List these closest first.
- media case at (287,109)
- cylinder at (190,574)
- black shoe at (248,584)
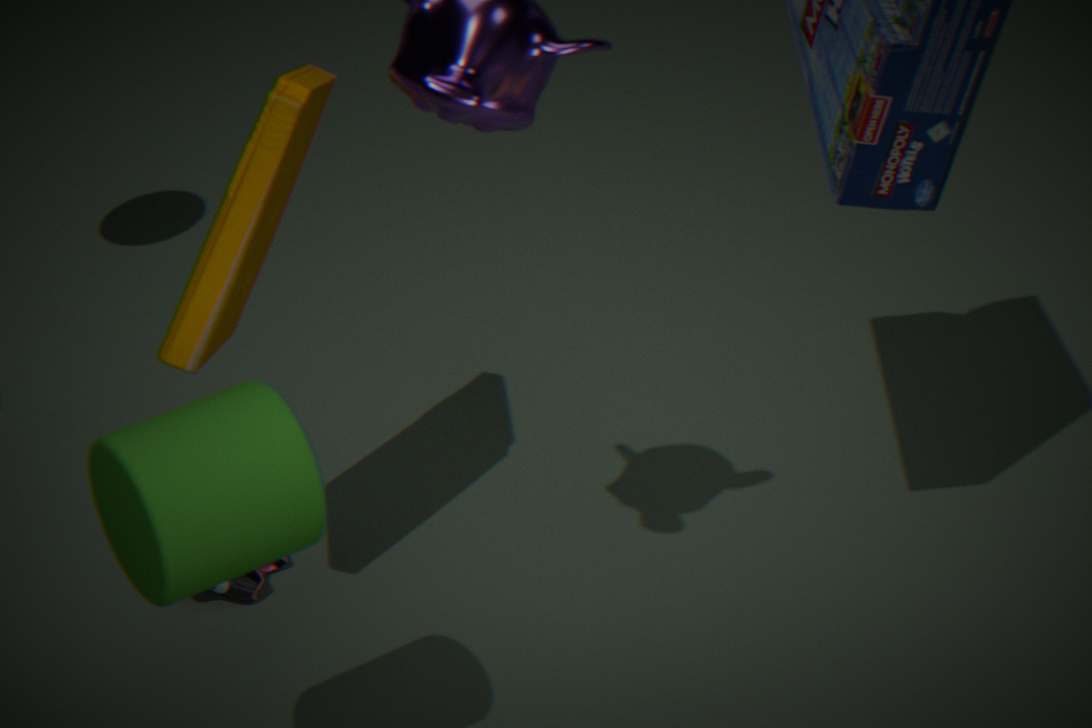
cylinder at (190,574), media case at (287,109), black shoe at (248,584)
